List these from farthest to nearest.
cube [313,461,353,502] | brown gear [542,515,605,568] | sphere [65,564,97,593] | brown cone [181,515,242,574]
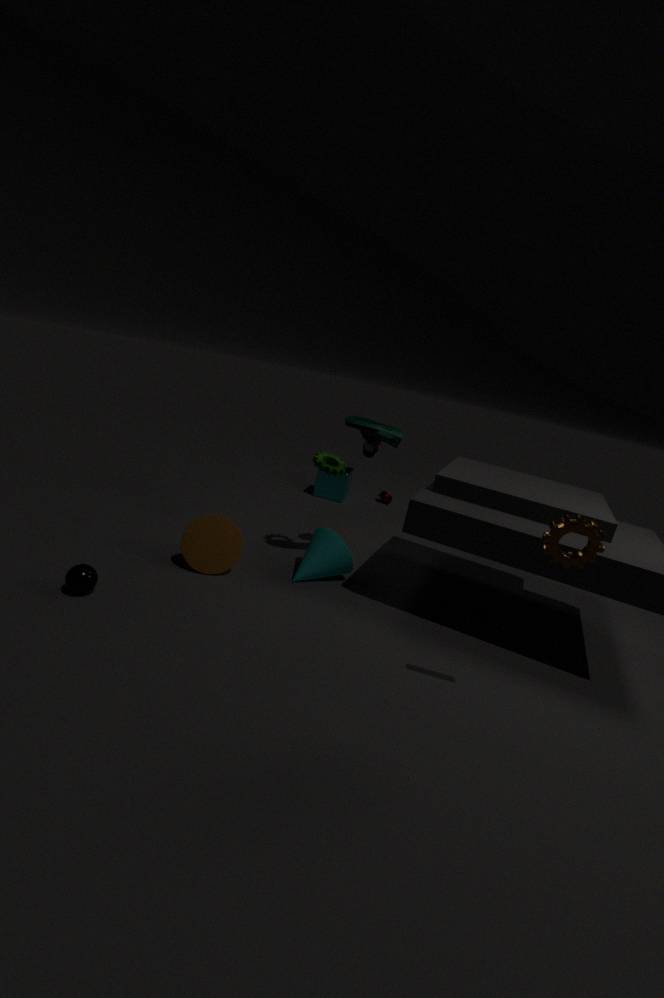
cube [313,461,353,502], brown cone [181,515,242,574], sphere [65,564,97,593], brown gear [542,515,605,568]
